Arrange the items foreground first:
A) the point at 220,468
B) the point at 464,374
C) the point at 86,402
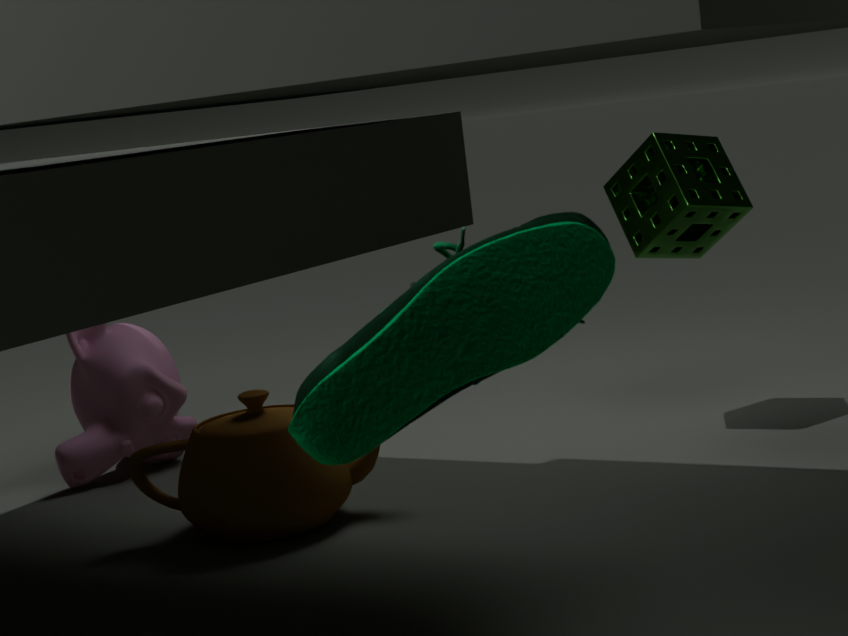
the point at 464,374
the point at 220,468
the point at 86,402
